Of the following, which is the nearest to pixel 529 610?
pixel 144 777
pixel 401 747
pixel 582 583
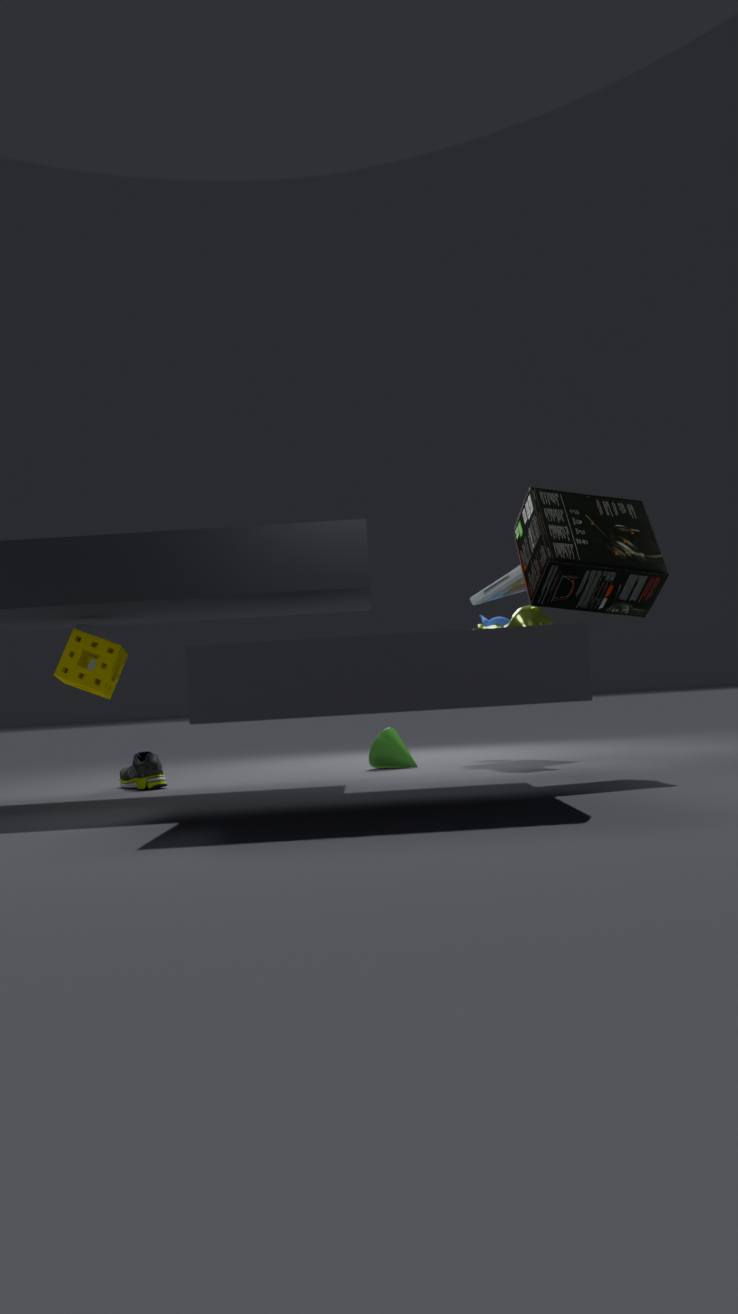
pixel 401 747
